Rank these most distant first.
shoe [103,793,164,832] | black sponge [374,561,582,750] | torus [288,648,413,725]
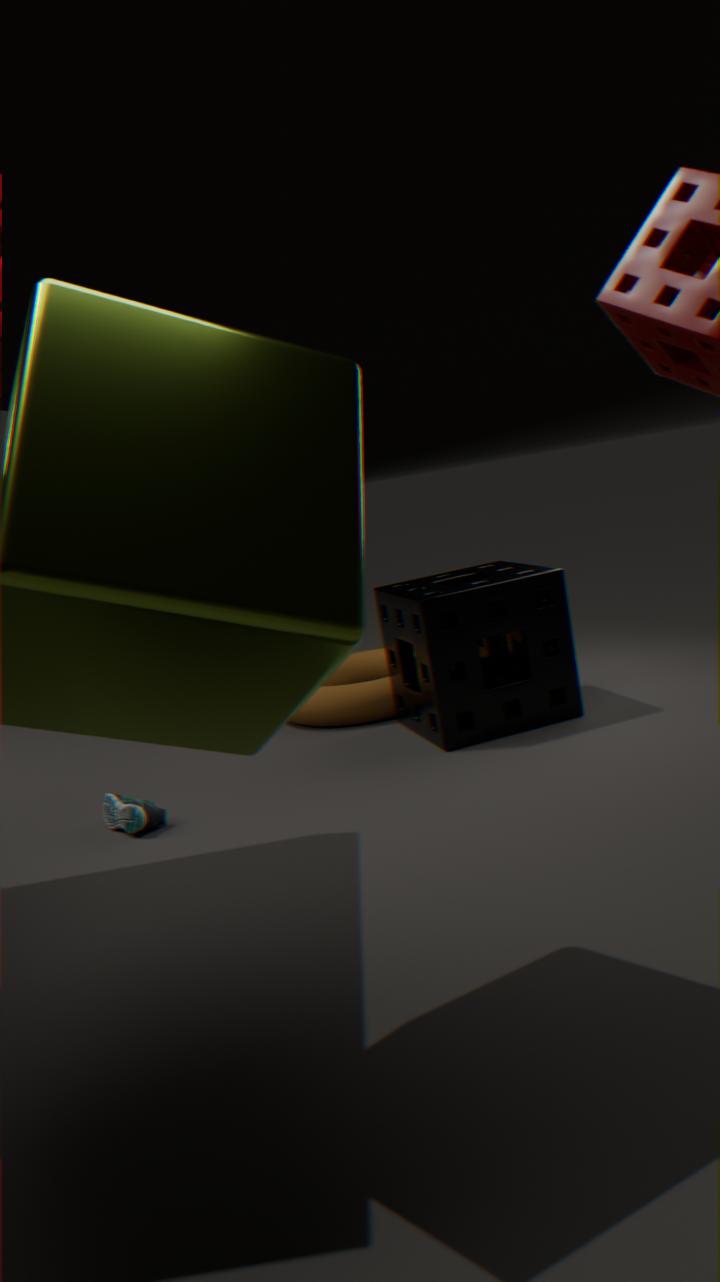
torus [288,648,413,725] → black sponge [374,561,582,750] → shoe [103,793,164,832]
